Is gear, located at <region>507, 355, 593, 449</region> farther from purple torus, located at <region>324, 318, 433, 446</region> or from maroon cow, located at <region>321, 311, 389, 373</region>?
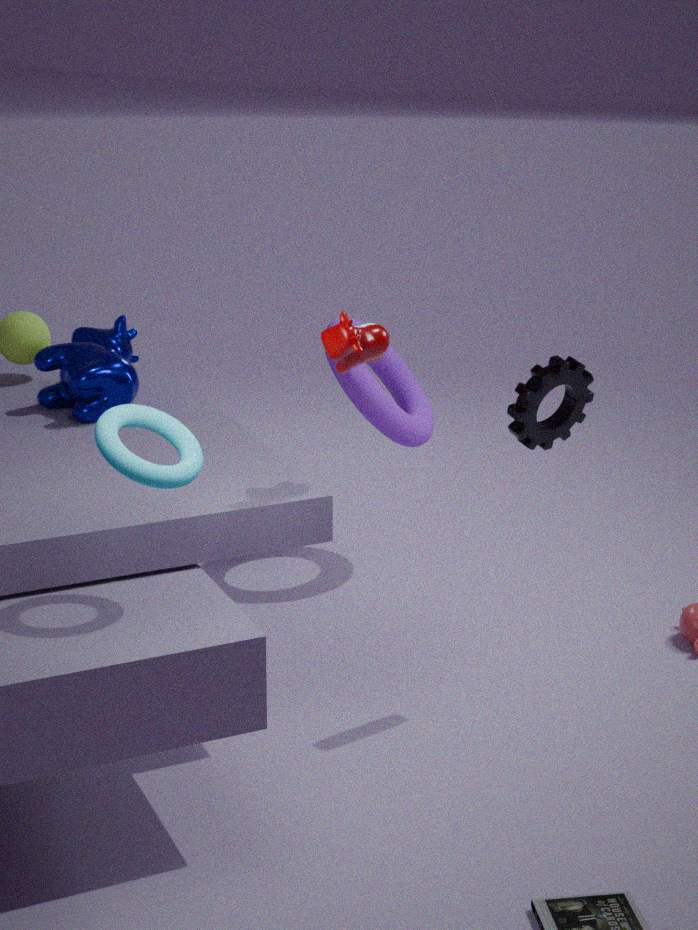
purple torus, located at <region>324, 318, 433, 446</region>
